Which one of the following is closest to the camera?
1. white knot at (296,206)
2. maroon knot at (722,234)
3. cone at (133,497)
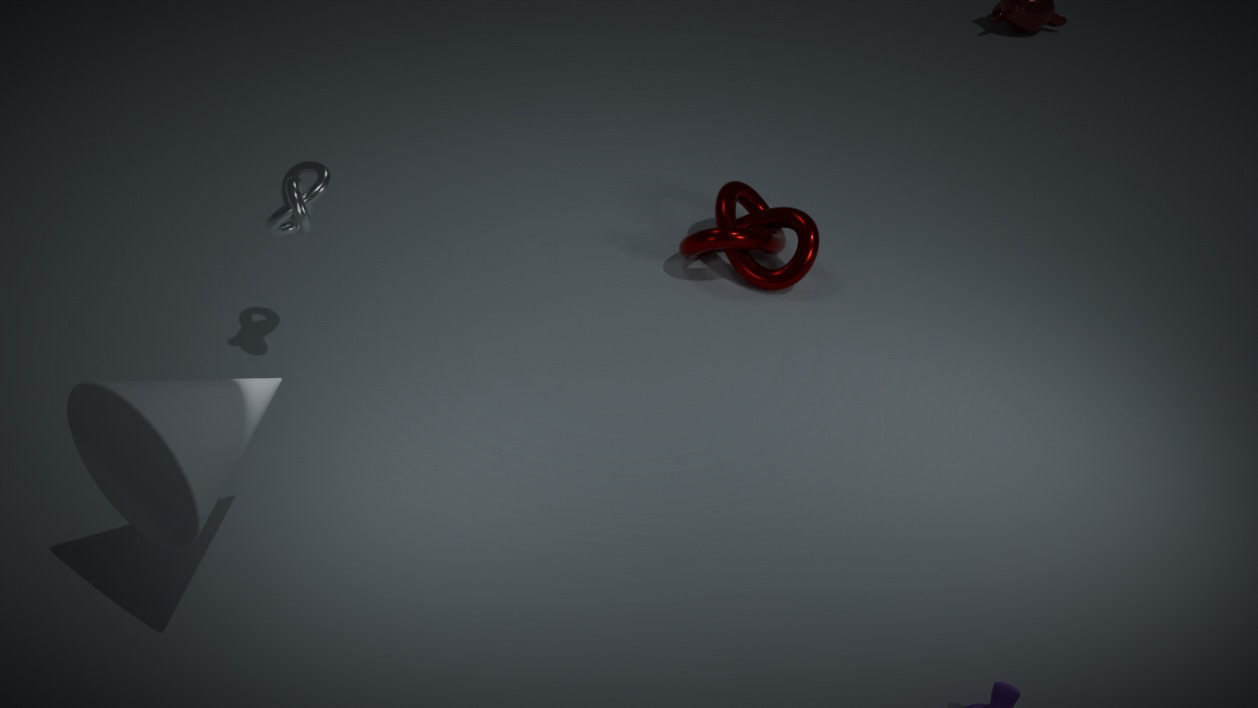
cone at (133,497)
